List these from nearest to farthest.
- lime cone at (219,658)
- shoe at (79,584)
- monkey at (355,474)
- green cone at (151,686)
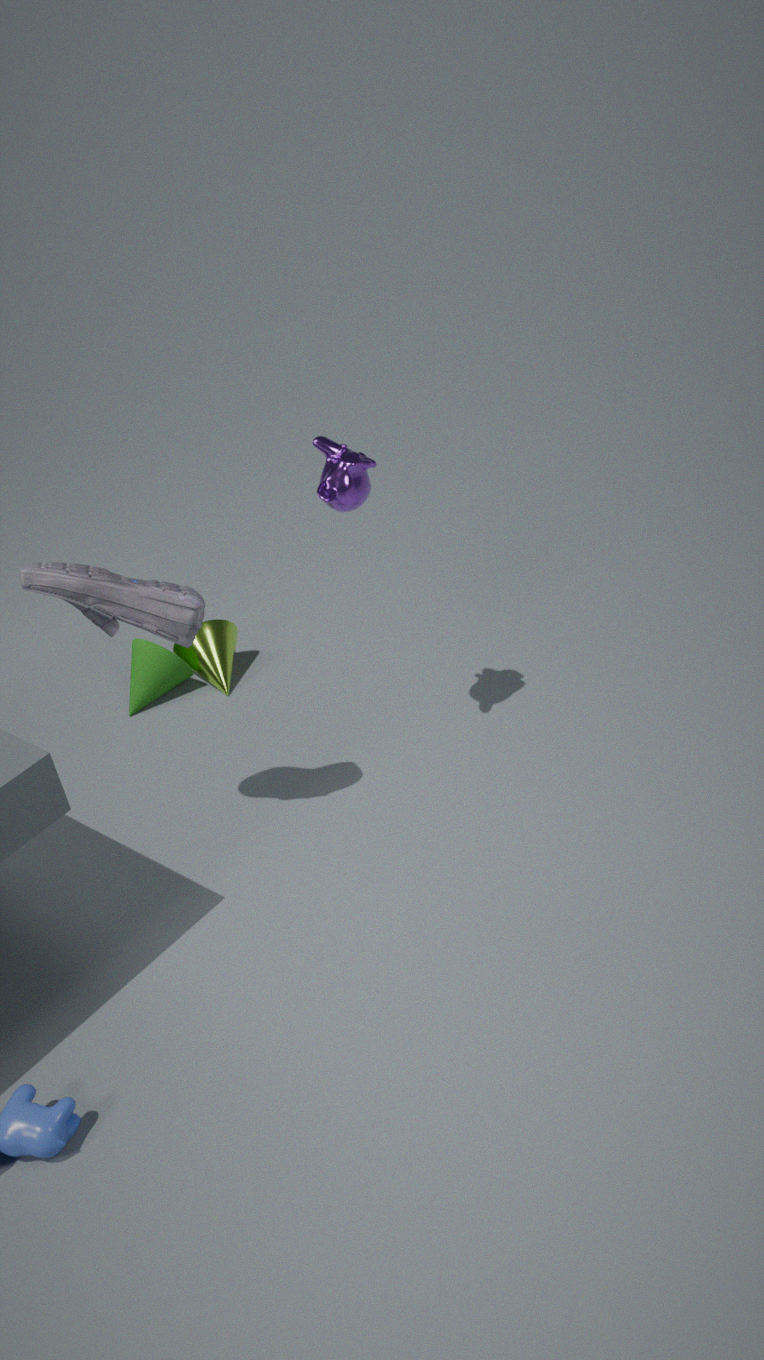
shoe at (79,584) < monkey at (355,474) < green cone at (151,686) < lime cone at (219,658)
